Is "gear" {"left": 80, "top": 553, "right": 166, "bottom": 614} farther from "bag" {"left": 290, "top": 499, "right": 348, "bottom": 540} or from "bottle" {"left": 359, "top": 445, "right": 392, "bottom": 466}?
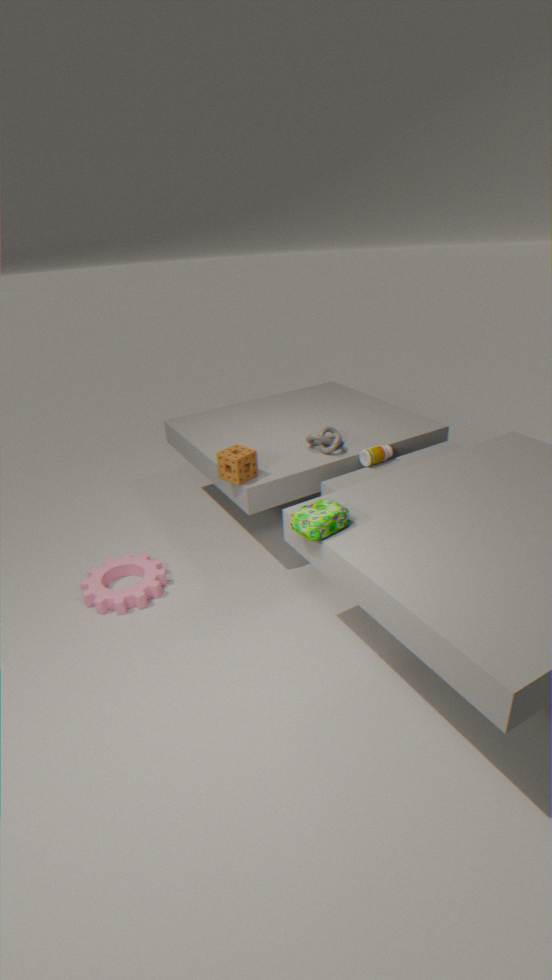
"bottle" {"left": 359, "top": 445, "right": 392, "bottom": 466}
